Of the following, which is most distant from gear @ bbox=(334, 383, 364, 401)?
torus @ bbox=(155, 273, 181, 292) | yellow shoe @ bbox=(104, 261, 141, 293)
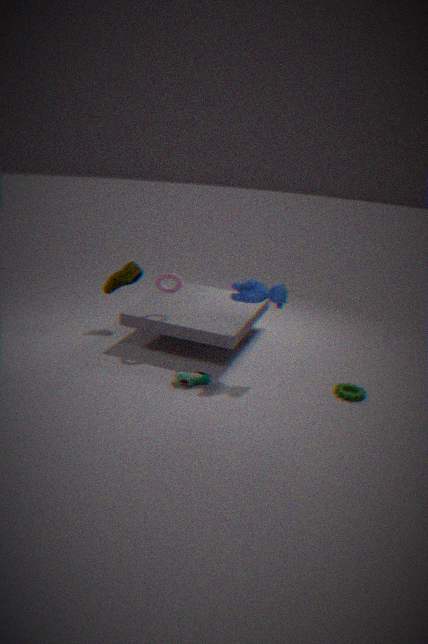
yellow shoe @ bbox=(104, 261, 141, 293)
